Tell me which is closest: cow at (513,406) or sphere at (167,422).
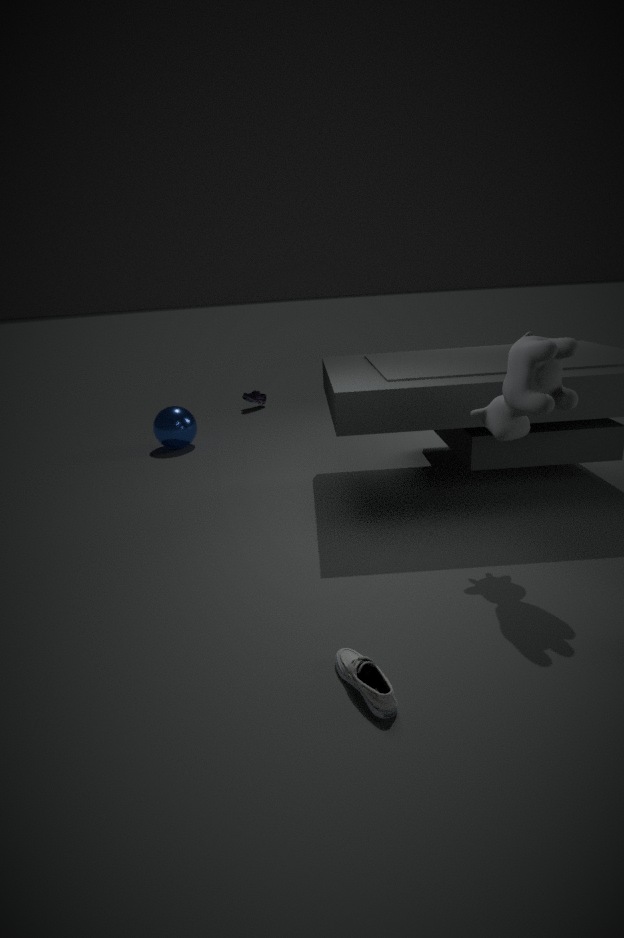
cow at (513,406)
